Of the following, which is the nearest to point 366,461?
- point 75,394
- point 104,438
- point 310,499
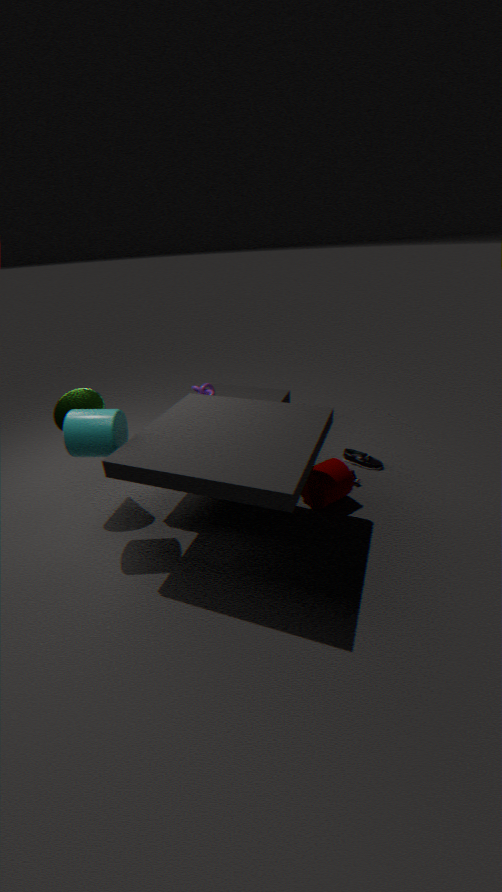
point 310,499
